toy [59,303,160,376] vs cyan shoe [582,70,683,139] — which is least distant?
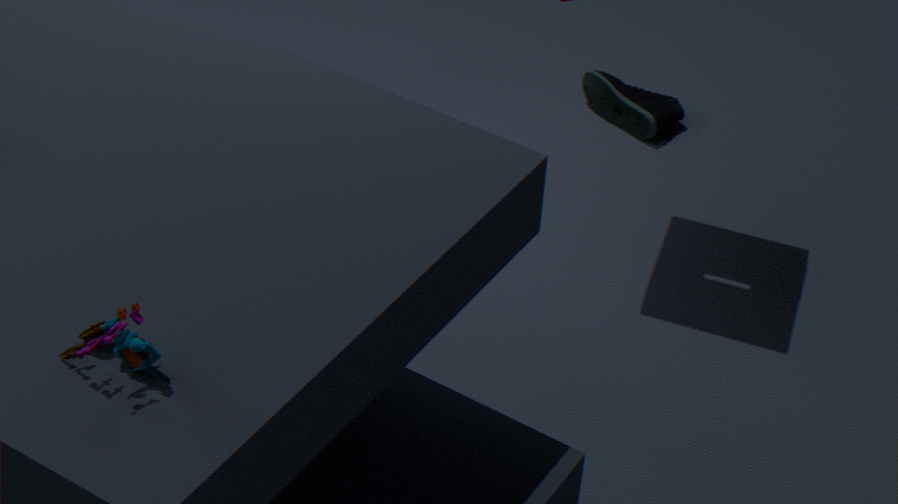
toy [59,303,160,376]
